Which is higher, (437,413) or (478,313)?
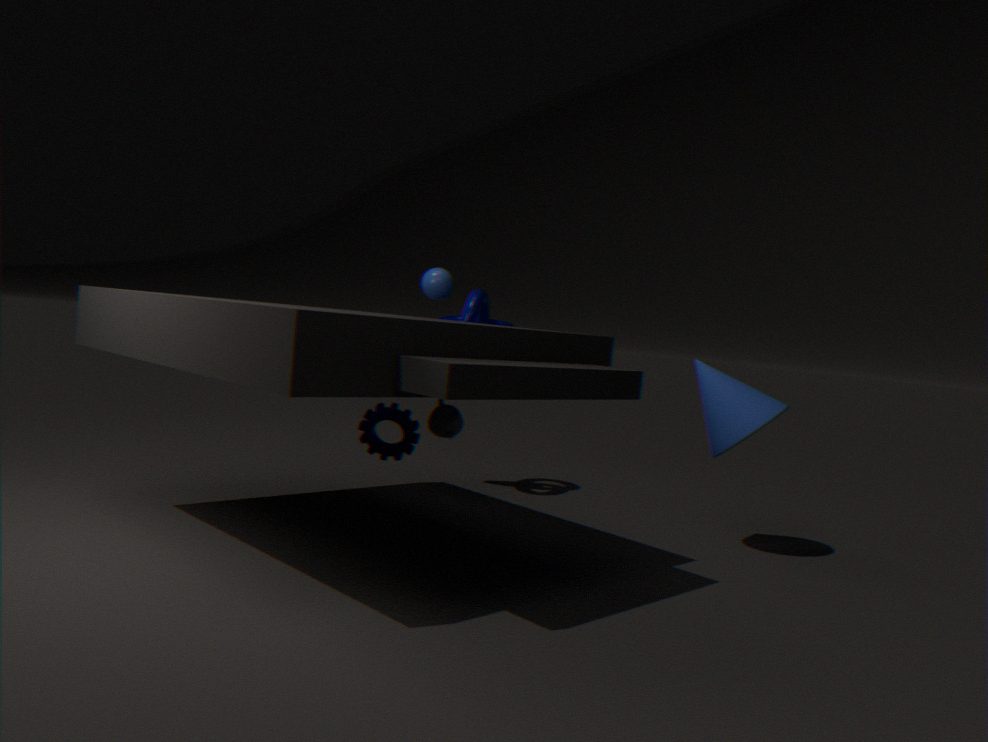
(478,313)
